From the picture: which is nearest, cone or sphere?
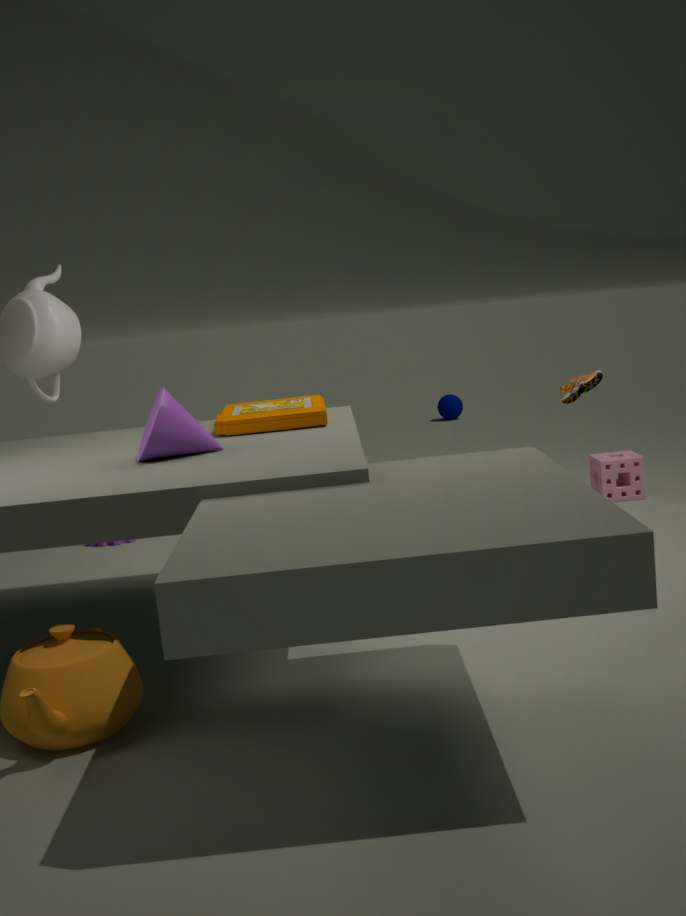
cone
